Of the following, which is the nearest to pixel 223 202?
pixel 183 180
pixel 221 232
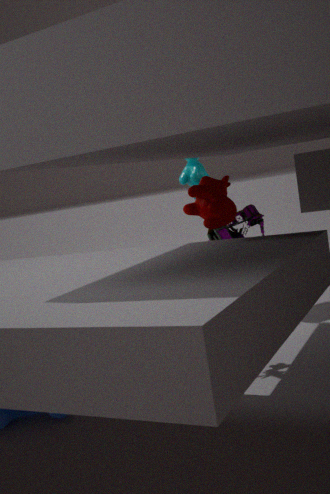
pixel 221 232
